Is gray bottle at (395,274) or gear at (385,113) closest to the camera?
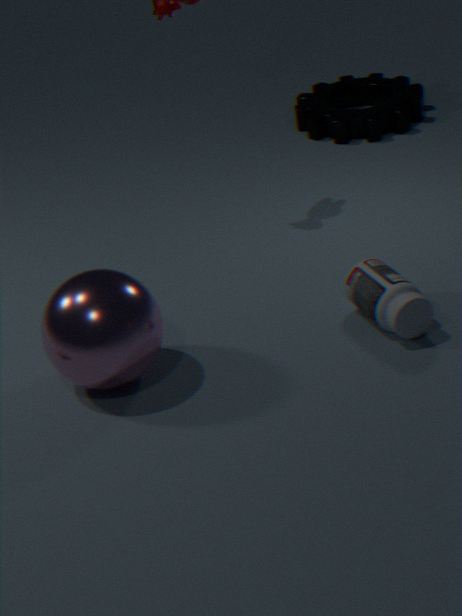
gray bottle at (395,274)
